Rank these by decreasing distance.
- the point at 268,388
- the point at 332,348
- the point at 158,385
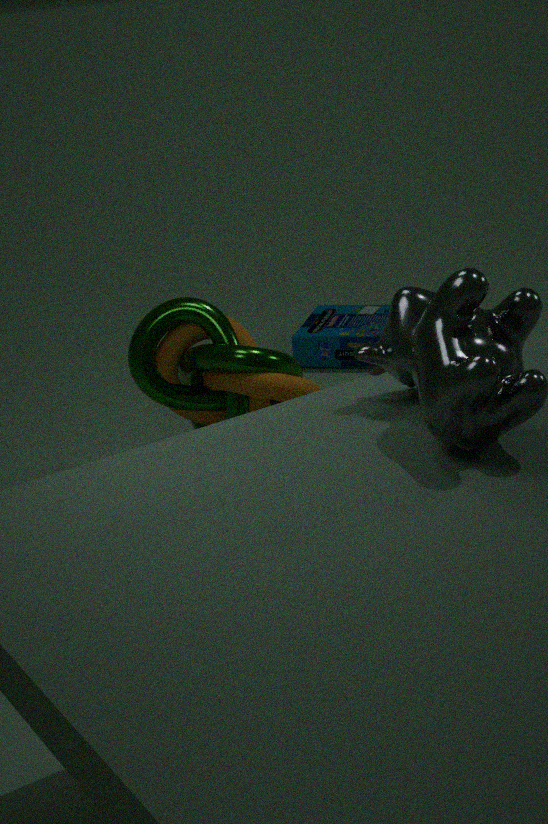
1. the point at 332,348
2. the point at 158,385
3. the point at 268,388
